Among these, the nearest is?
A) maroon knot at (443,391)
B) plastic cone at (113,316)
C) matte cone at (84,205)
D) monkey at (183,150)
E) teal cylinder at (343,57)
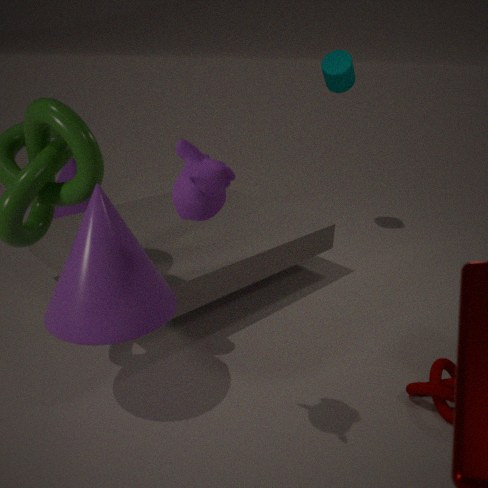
monkey at (183,150)
